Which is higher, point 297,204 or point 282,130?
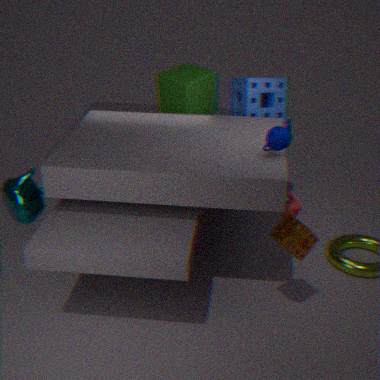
point 282,130
